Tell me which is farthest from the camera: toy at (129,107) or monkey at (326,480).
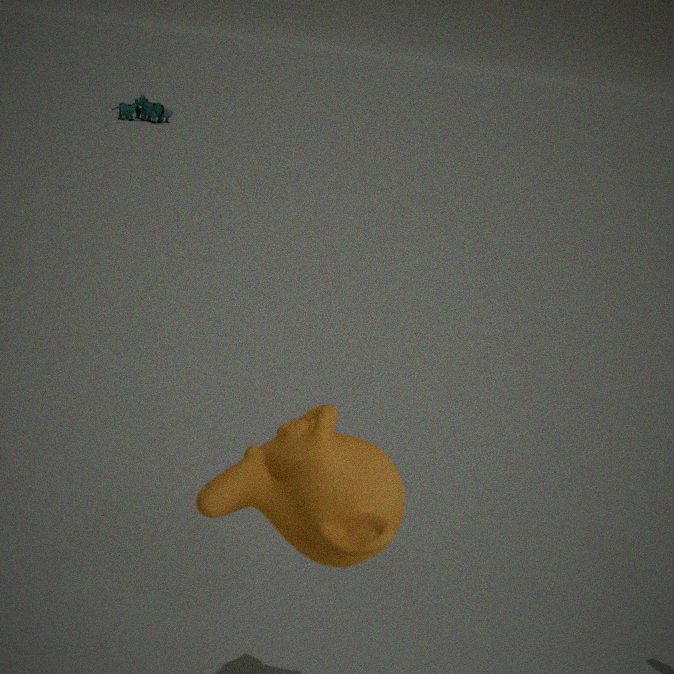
toy at (129,107)
